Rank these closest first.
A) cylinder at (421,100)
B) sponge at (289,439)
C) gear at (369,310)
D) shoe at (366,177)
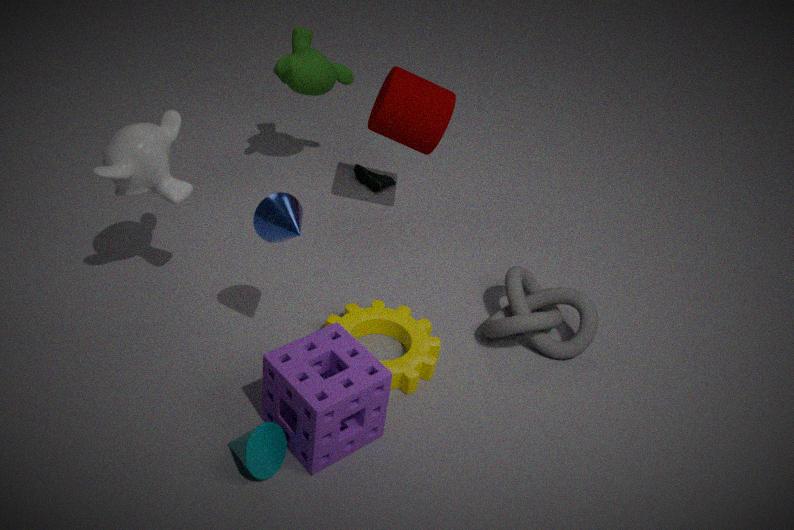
sponge at (289,439)
gear at (369,310)
cylinder at (421,100)
shoe at (366,177)
